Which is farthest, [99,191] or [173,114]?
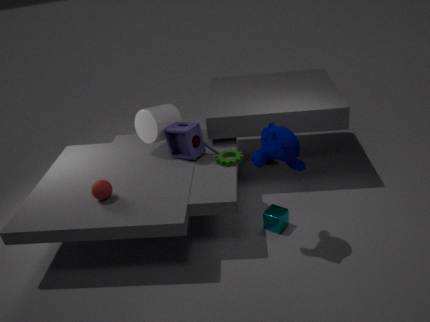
[173,114]
